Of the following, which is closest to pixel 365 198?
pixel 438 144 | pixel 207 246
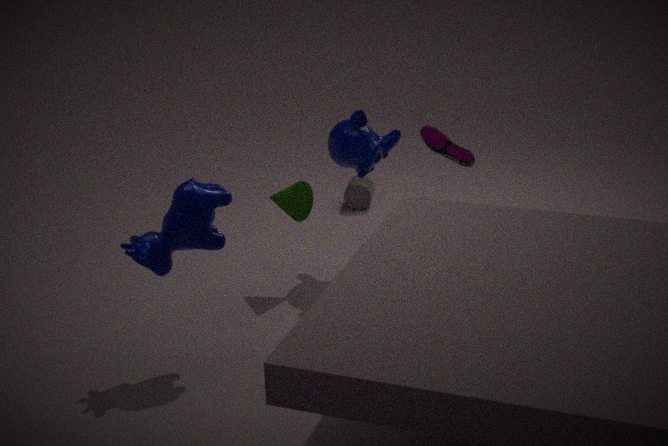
pixel 438 144
